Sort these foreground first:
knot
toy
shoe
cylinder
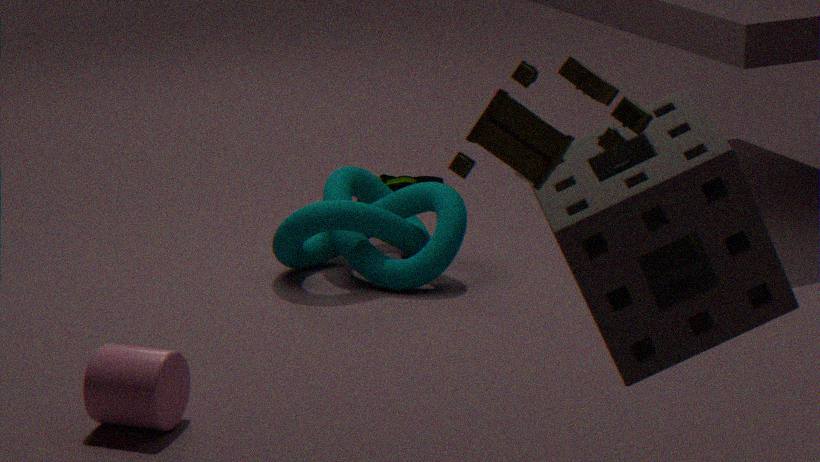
toy → cylinder → knot → shoe
